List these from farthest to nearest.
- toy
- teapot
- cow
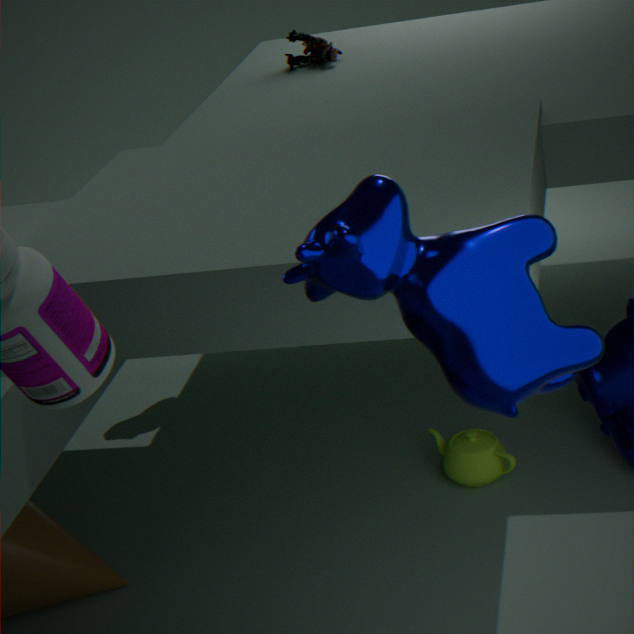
toy < teapot < cow
